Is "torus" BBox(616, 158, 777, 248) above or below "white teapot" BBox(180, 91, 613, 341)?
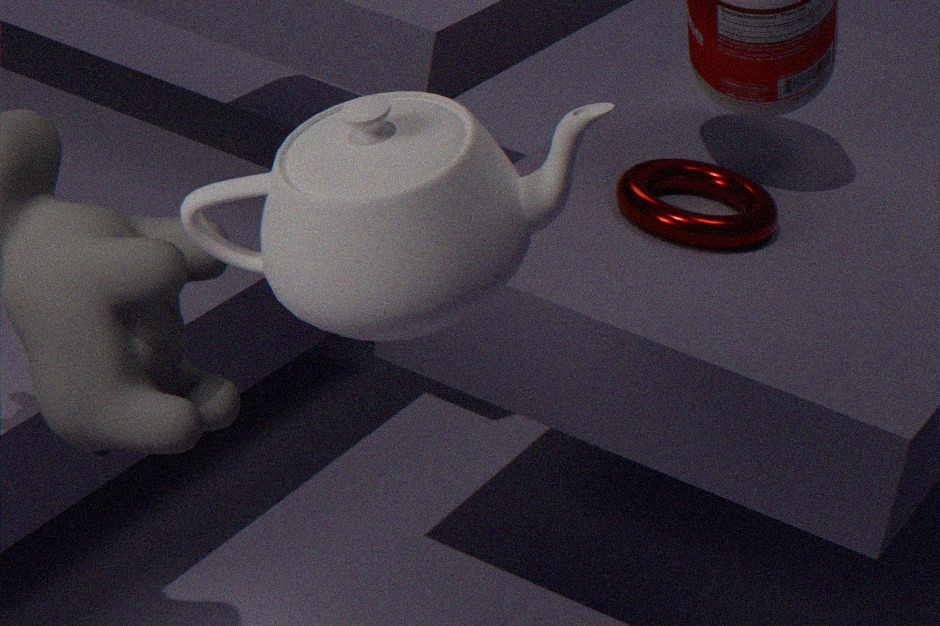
below
